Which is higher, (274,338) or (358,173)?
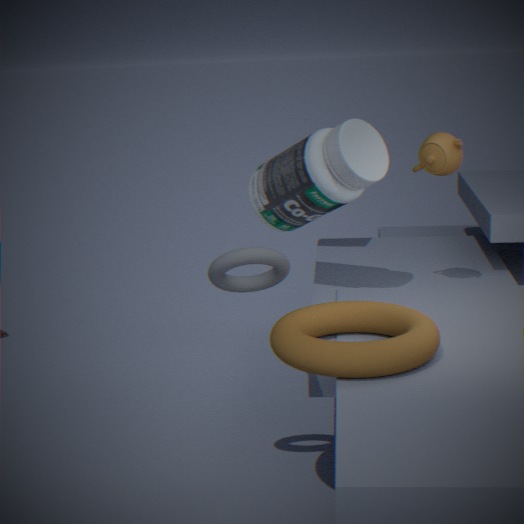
(358,173)
